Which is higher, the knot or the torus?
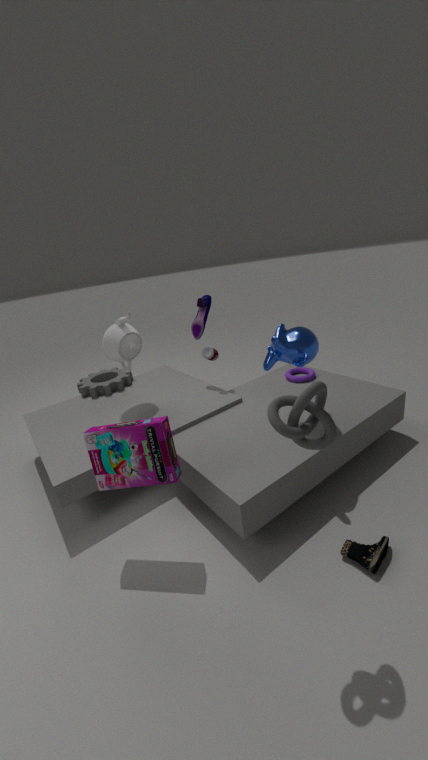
the knot
